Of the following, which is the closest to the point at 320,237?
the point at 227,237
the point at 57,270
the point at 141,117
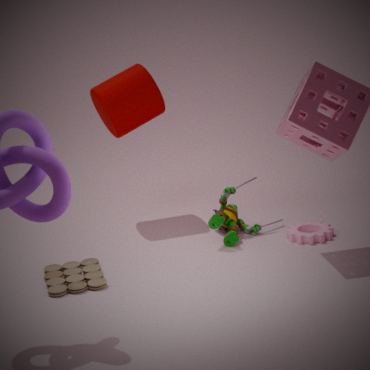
the point at 227,237
